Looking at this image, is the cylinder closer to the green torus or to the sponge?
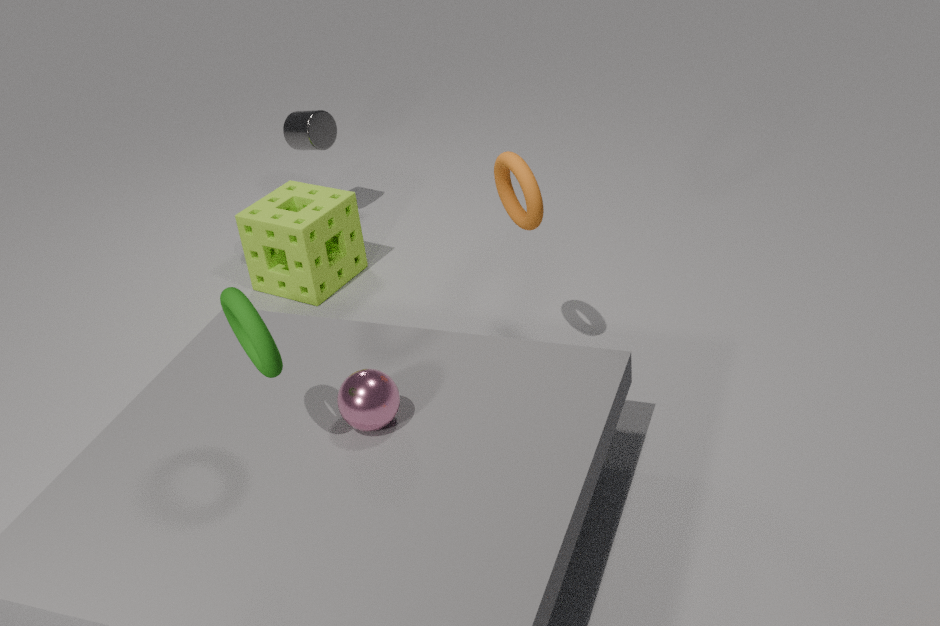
the sponge
